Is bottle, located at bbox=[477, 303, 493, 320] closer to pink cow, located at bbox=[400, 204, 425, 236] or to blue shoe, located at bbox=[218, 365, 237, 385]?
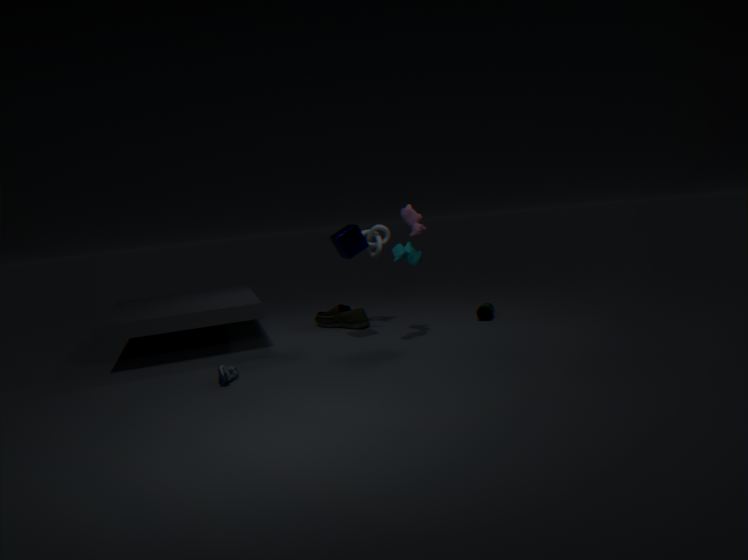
pink cow, located at bbox=[400, 204, 425, 236]
